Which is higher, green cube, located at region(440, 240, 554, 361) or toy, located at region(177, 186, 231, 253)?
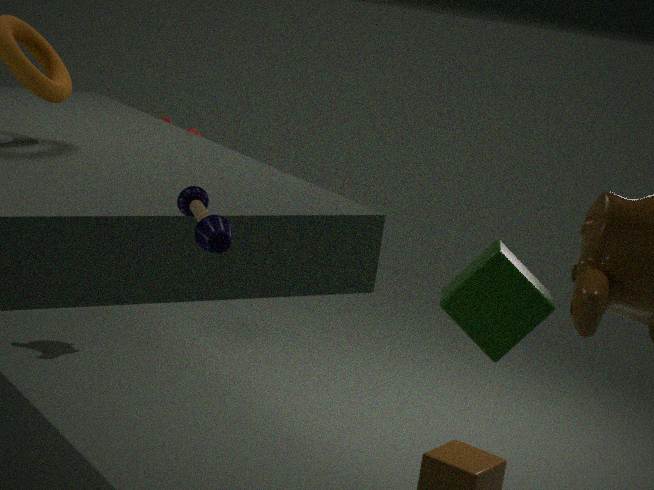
toy, located at region(177, 186, 231, 253)
